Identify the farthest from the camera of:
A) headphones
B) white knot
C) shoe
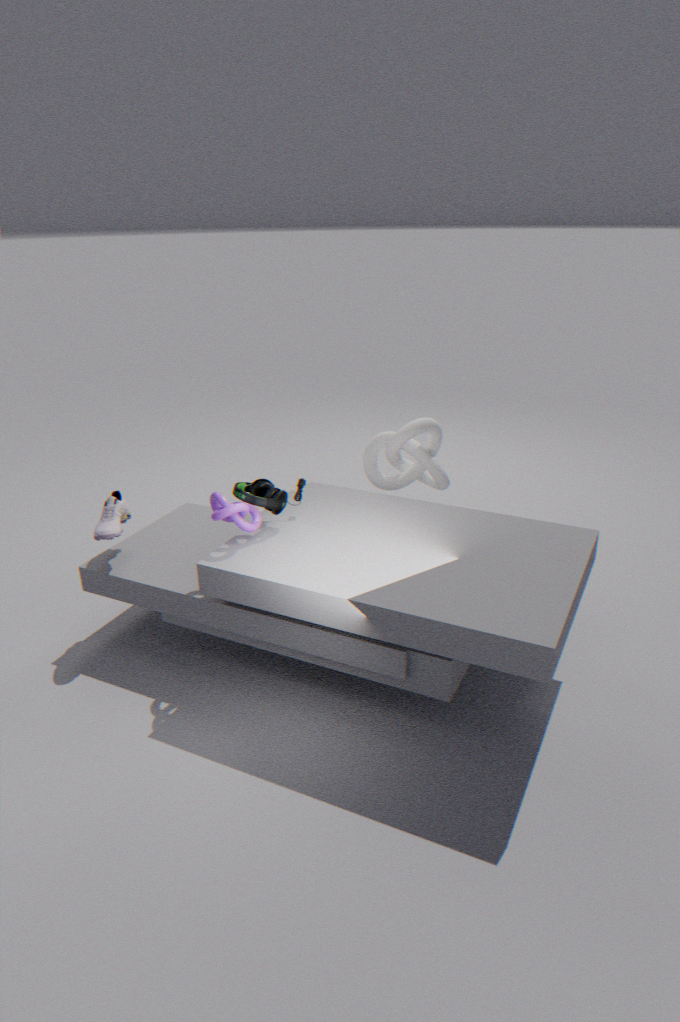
white knot
